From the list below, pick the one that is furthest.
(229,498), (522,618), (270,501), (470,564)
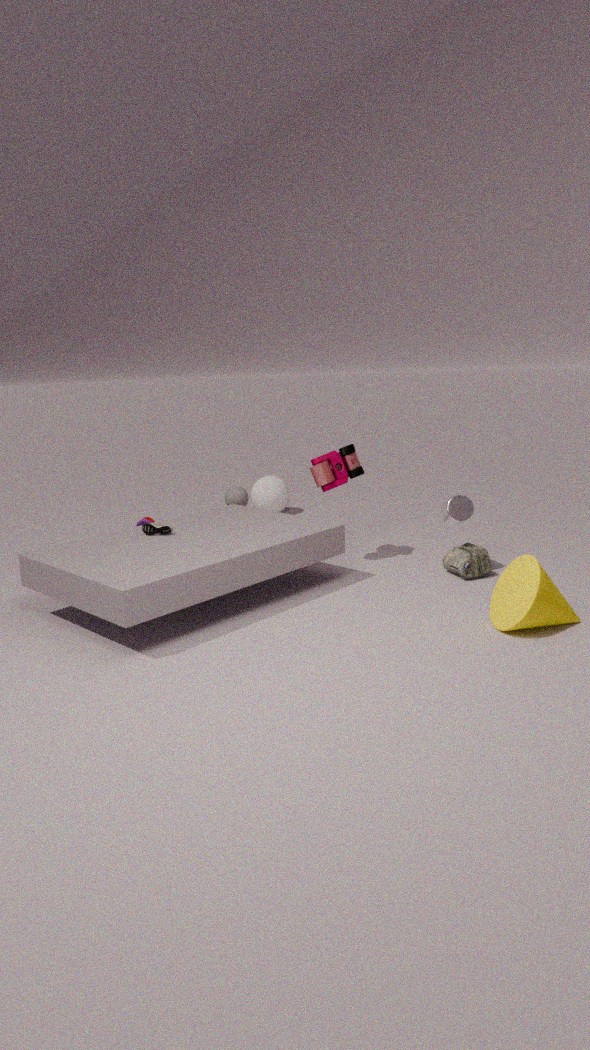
(270,501)
